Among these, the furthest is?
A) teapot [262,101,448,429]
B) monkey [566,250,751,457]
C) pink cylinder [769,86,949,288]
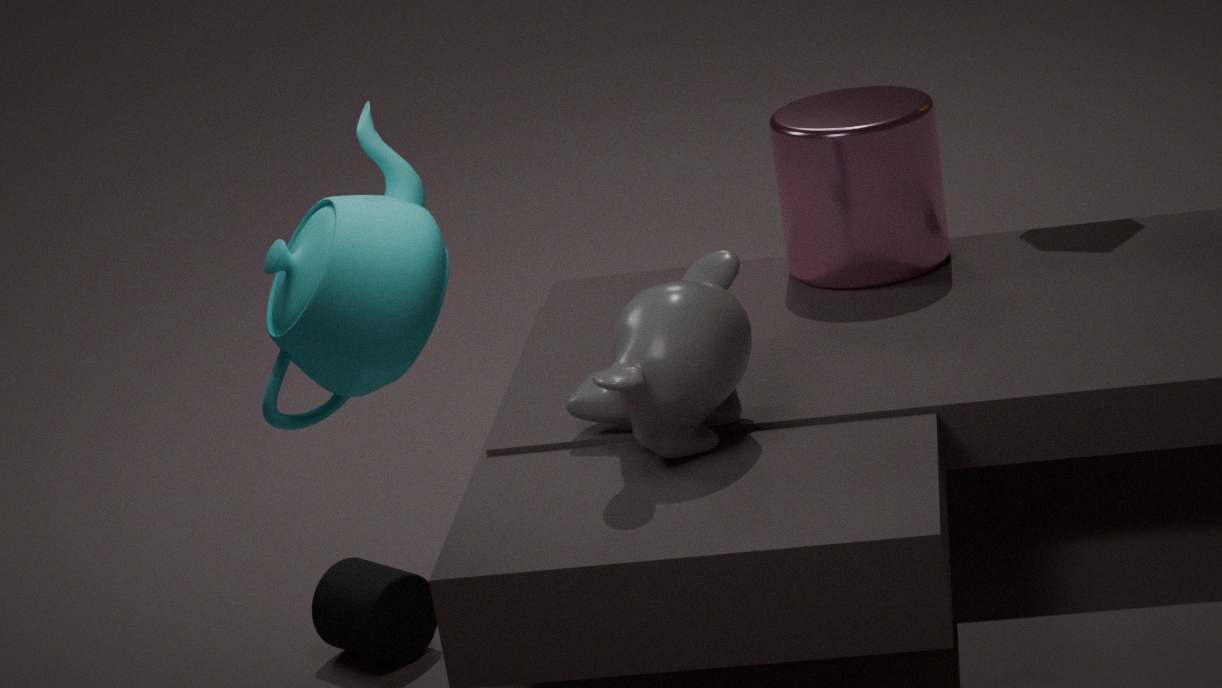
pink cylinder [769,86,949,288]
